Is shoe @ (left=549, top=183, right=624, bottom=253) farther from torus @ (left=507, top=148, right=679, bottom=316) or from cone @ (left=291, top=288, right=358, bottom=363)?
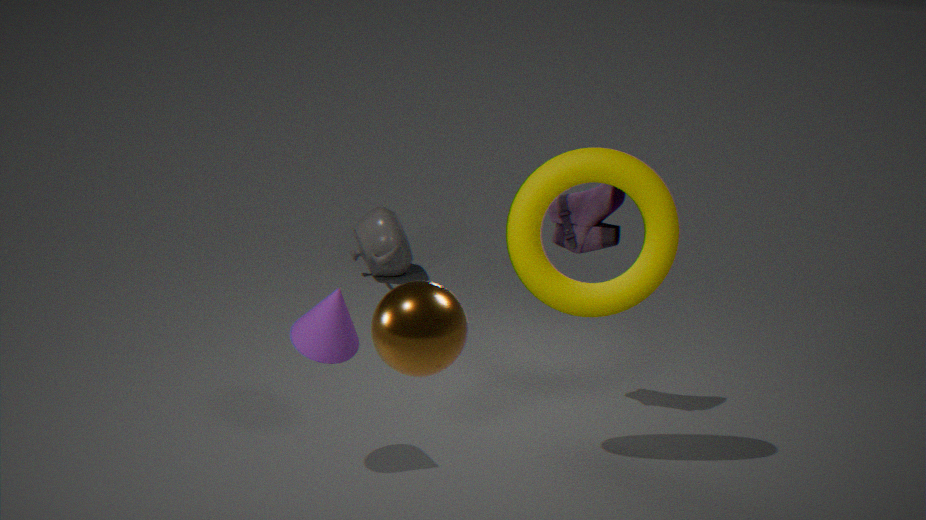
cone @ (left=291, top=288, right=358, bottom=363)
